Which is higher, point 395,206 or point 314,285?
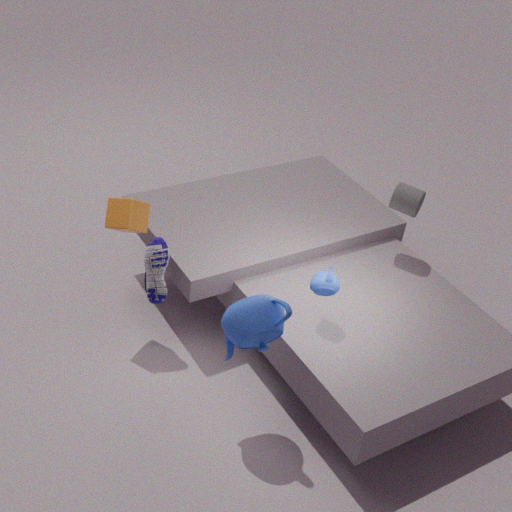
point 395,206
